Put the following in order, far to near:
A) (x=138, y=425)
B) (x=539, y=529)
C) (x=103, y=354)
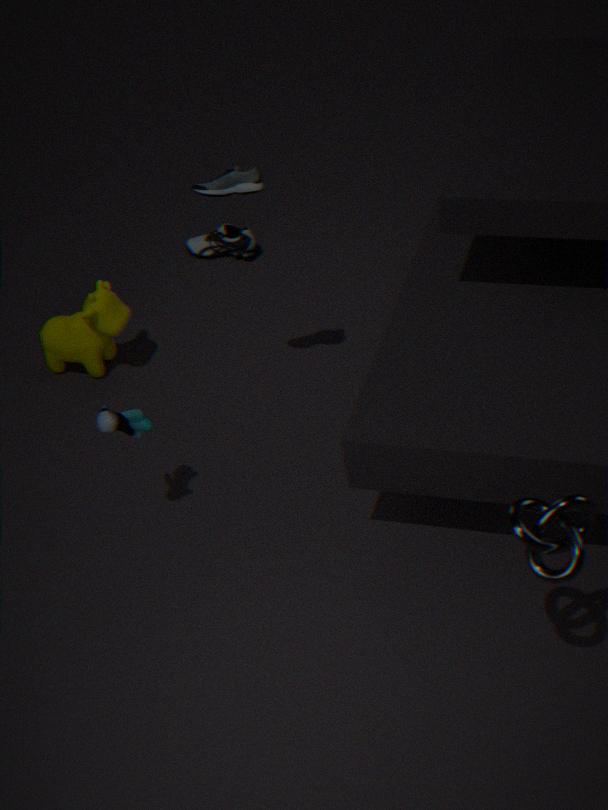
(x=103, y=354) → (x=138, y=425) → (x=539, y=529)
